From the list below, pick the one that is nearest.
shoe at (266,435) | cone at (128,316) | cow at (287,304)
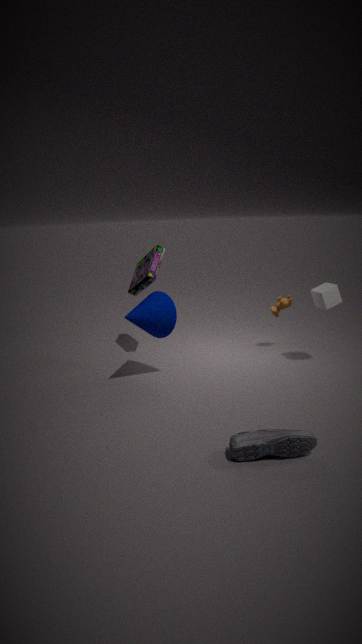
shoe at (266,435)
